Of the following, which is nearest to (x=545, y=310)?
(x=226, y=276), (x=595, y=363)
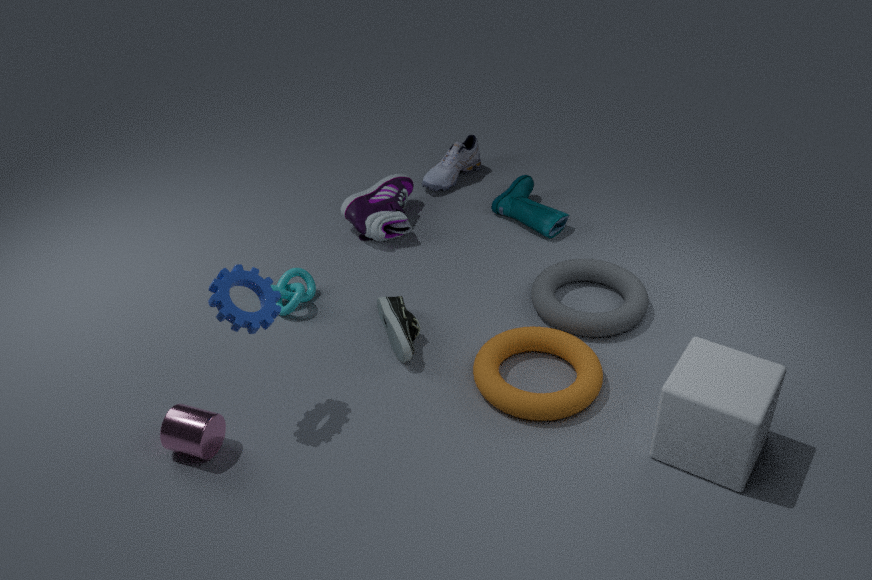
(x=595, y=363)
